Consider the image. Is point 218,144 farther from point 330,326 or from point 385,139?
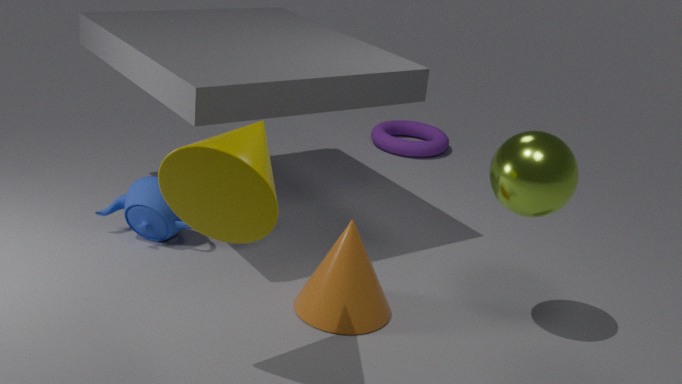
point 385,139
